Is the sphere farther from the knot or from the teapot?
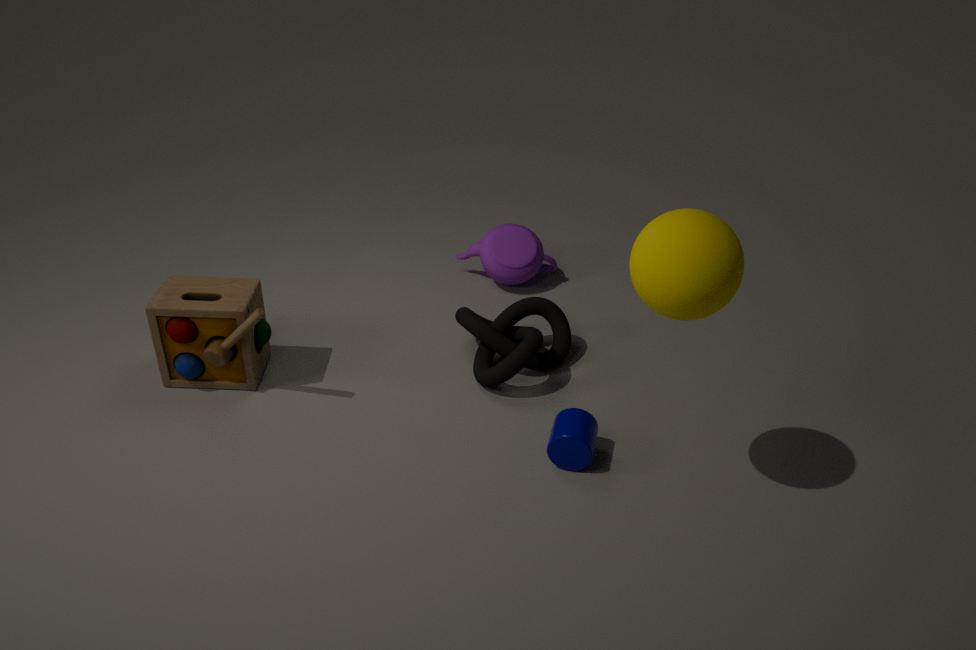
the teapot
